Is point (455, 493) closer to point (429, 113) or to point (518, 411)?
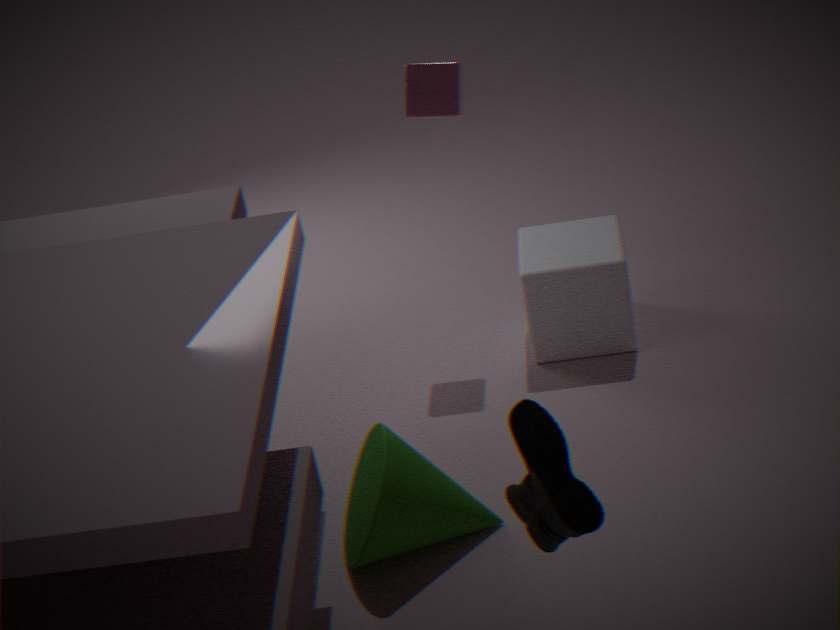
point (518, 411)
